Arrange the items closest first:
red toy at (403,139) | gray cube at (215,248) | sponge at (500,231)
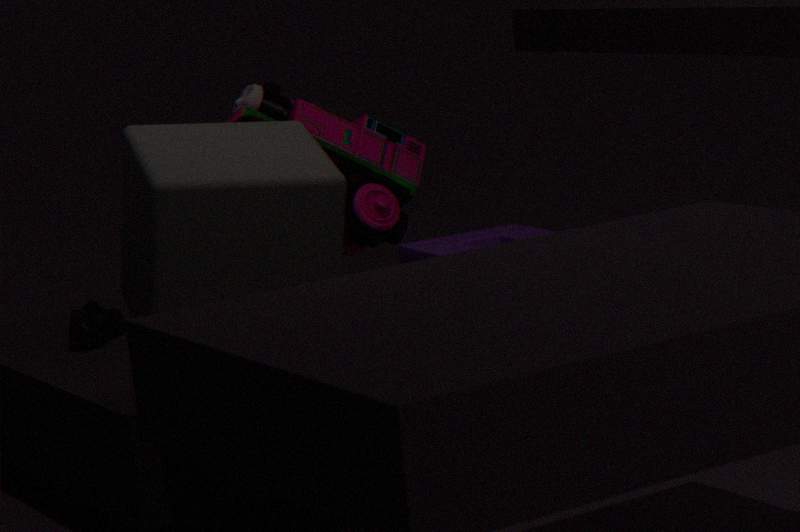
gray cube at (215,248), red toy at (403,139), sponge at (500,231)
